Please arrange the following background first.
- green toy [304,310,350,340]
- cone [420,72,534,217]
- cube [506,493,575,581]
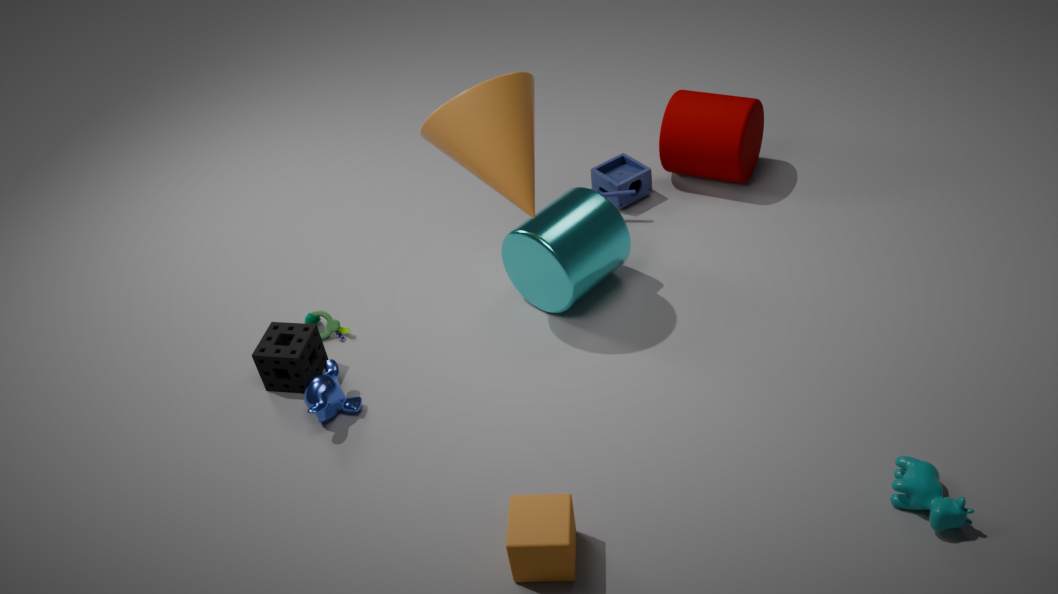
green toy [304,310,350,340] → cone [420,72,534,217] → cube [506,493,575,581]
